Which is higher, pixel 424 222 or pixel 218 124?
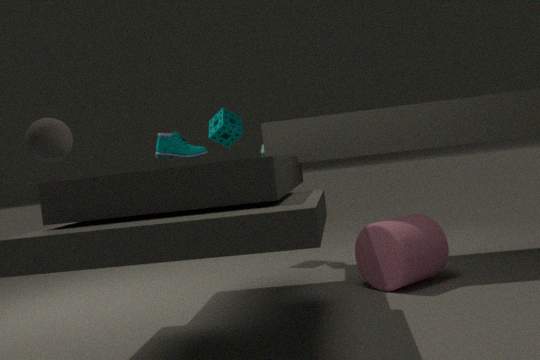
pixel 218 124
